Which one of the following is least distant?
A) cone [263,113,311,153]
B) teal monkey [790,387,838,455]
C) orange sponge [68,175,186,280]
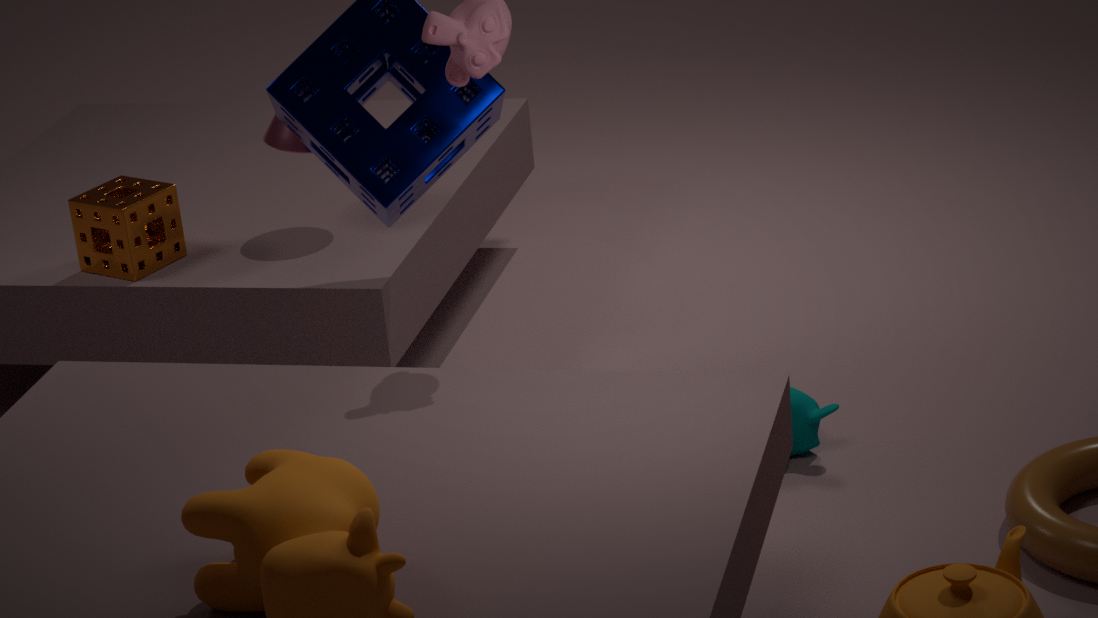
teal monkey [790,387,838,455]
